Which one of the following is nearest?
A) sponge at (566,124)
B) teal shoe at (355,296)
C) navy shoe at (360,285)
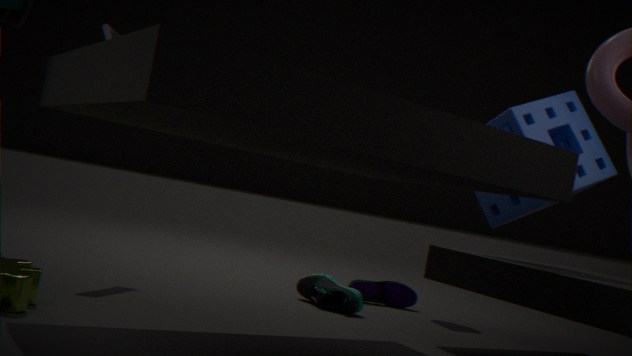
sponge at (566,124)
